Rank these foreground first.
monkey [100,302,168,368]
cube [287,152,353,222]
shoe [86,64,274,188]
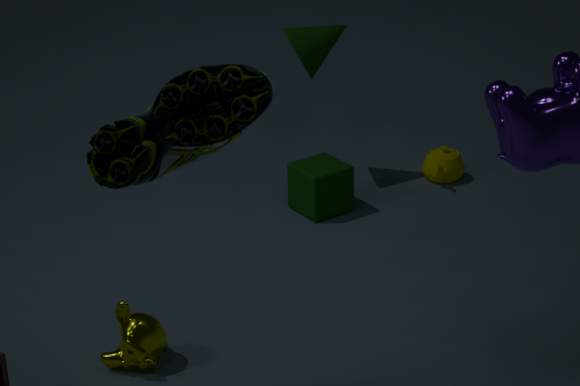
shoe [86,64,274,188], monkey [100,302,168,368], cube [287,152,353,222]
